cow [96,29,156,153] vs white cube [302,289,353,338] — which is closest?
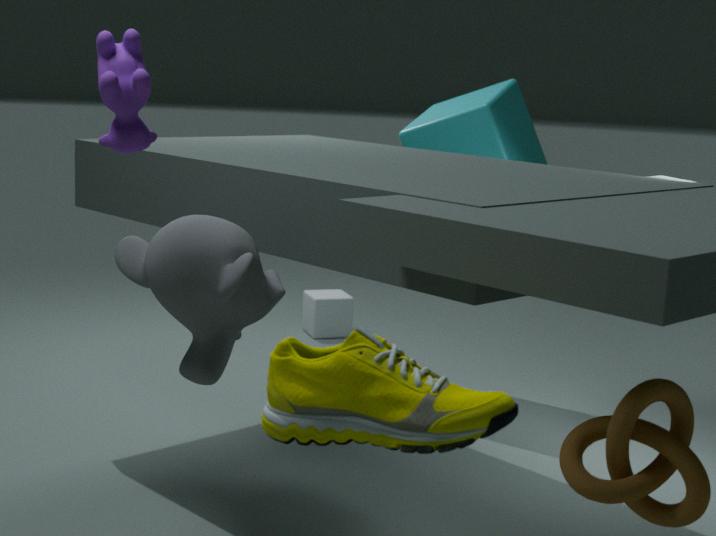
cow [96,29,156,153]
